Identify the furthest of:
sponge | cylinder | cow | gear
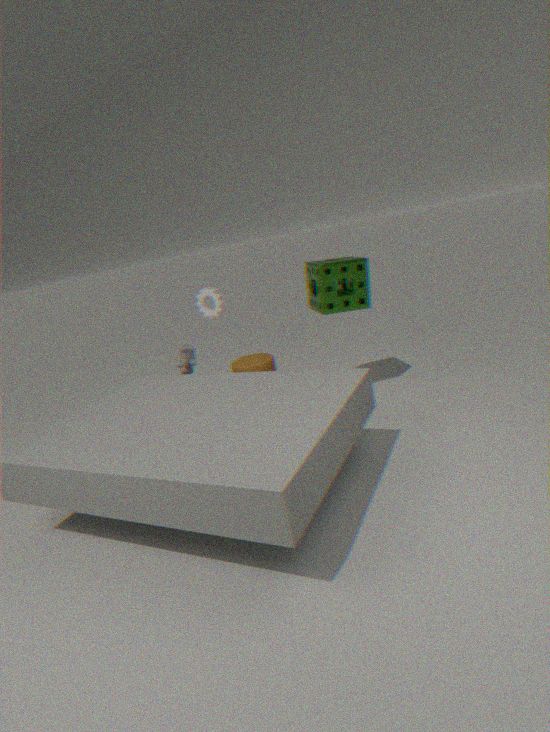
gear
